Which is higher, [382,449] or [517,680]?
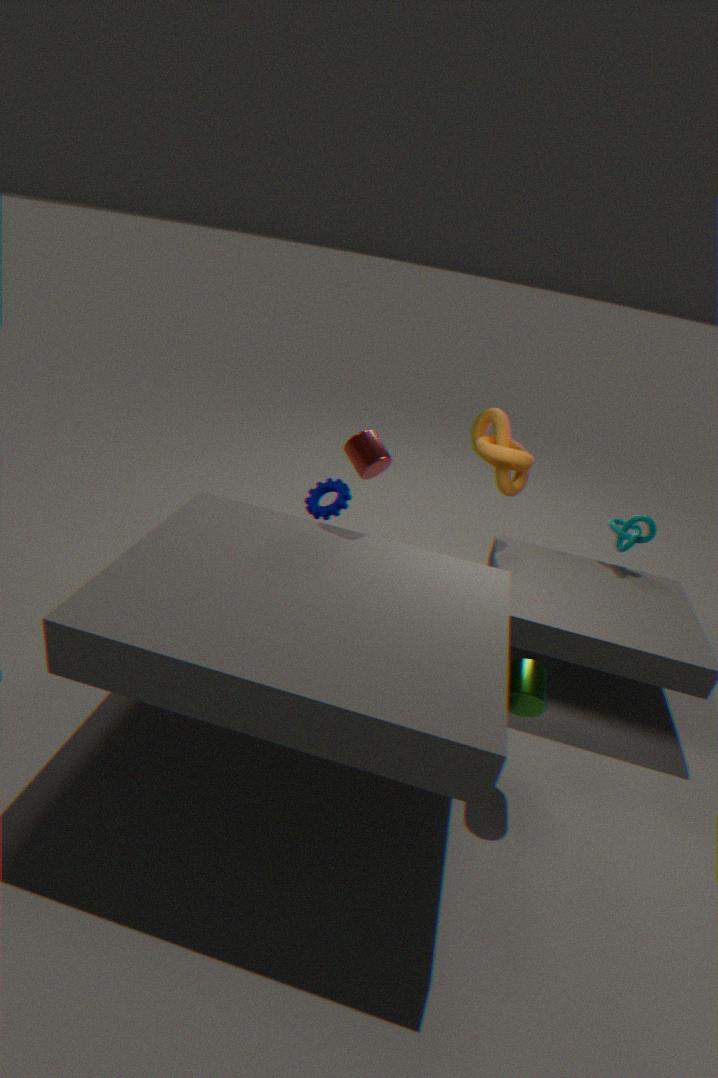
[382,449]
